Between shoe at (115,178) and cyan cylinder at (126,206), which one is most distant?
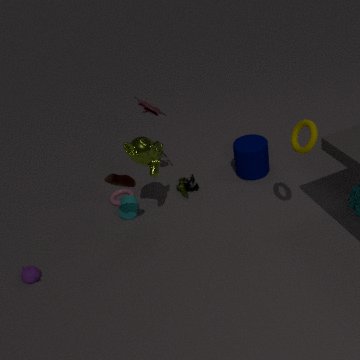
cyan cylinder at (126,206)
